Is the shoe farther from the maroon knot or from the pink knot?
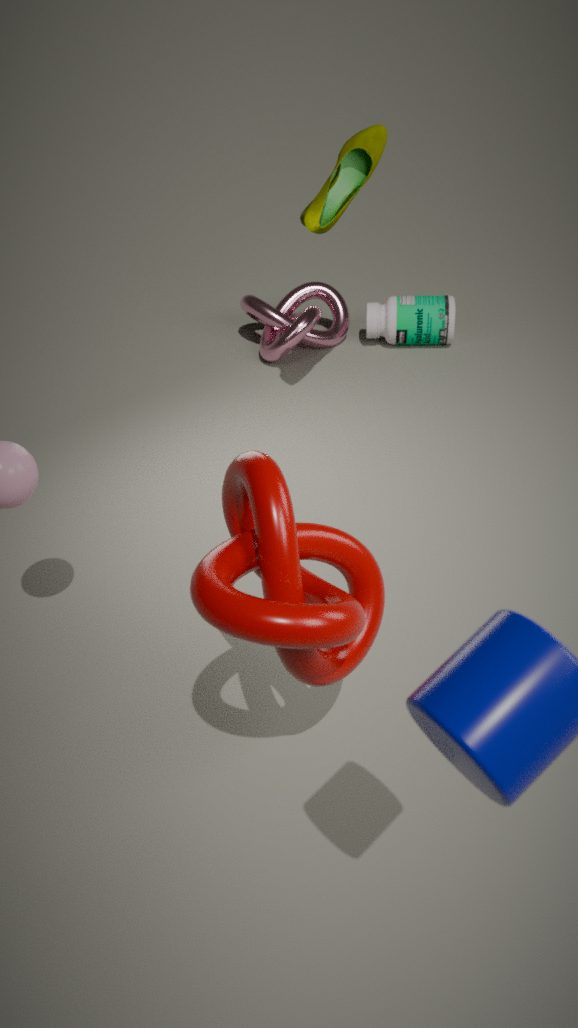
the maroon knot
